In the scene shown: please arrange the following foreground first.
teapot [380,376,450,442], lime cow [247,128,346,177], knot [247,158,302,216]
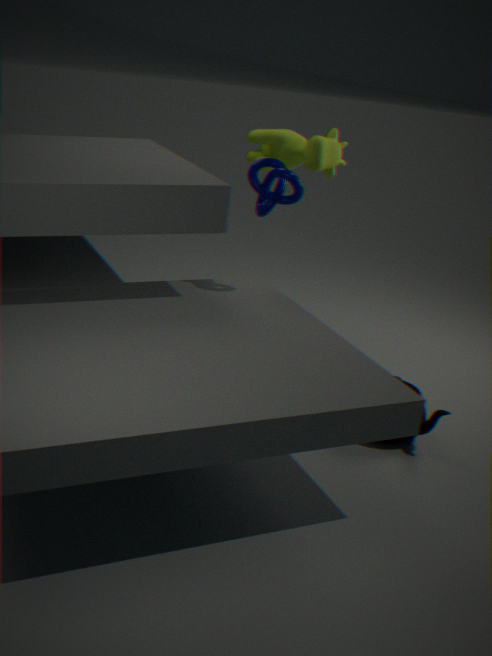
teapot [380,376,450,442]
knot [247,158,302,216]
lime cow [247,128,346,177]
